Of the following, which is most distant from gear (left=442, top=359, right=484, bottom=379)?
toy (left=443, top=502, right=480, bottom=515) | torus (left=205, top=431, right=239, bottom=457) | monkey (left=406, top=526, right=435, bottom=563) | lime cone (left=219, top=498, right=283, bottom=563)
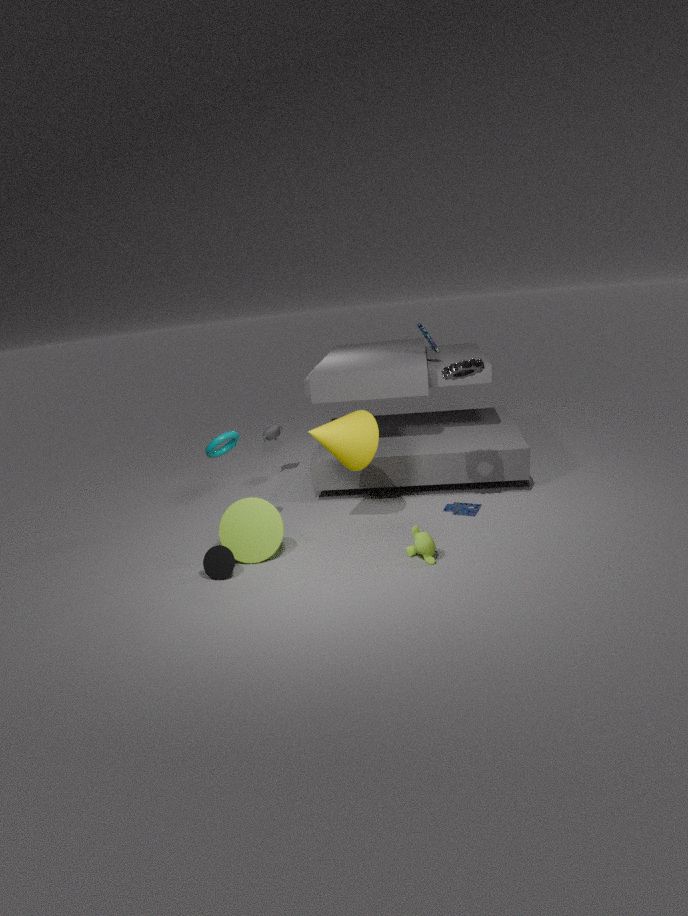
torus (left=205, top=431, right=239, bottom=457)
